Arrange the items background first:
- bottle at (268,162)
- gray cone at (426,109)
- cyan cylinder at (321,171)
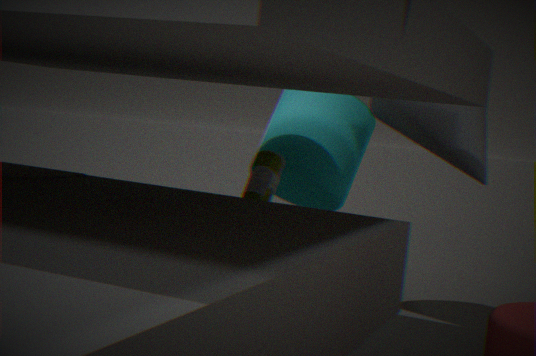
Answer: cyan cylinder at (321,171), gray cone at (426,109), bottle at (268,162)
